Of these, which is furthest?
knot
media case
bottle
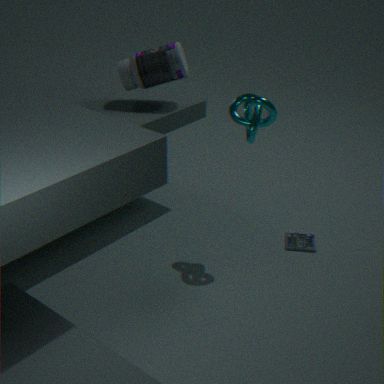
media case
